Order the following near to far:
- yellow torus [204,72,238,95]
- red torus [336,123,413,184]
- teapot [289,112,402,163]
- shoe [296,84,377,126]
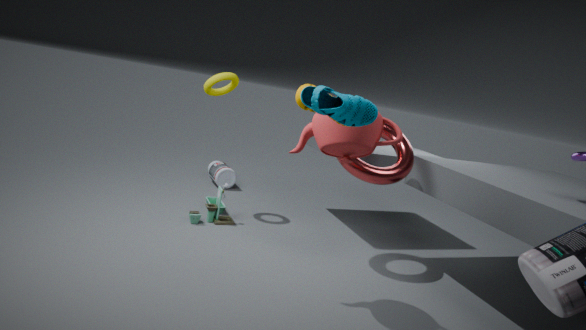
shoe [296,84,377,126], teapot [289,112,402,163], red torus [336,123,413,184], yellow torus [204,72,238,95]
